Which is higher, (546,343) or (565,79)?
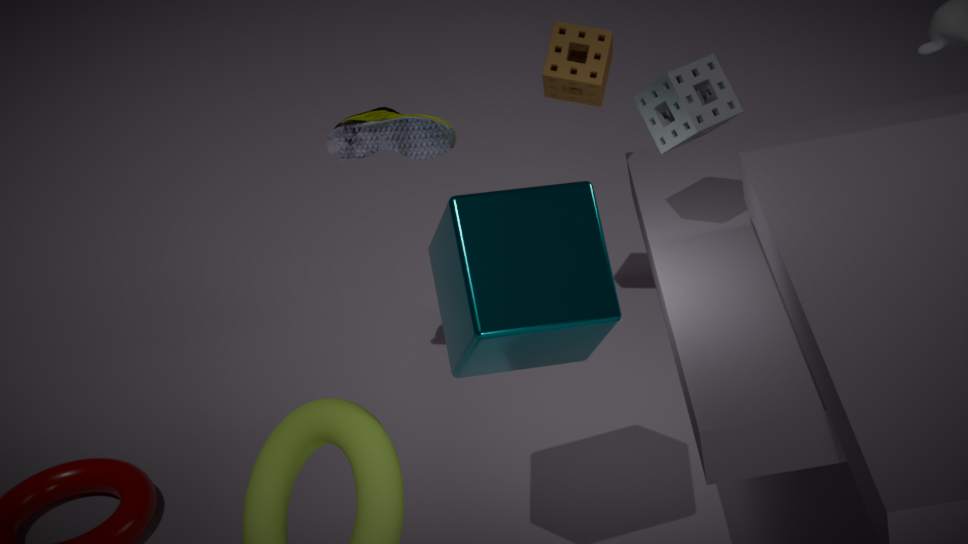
(565,79)
